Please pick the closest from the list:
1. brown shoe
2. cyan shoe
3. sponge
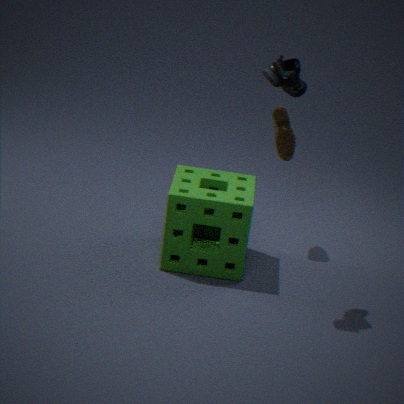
cyan shoe
